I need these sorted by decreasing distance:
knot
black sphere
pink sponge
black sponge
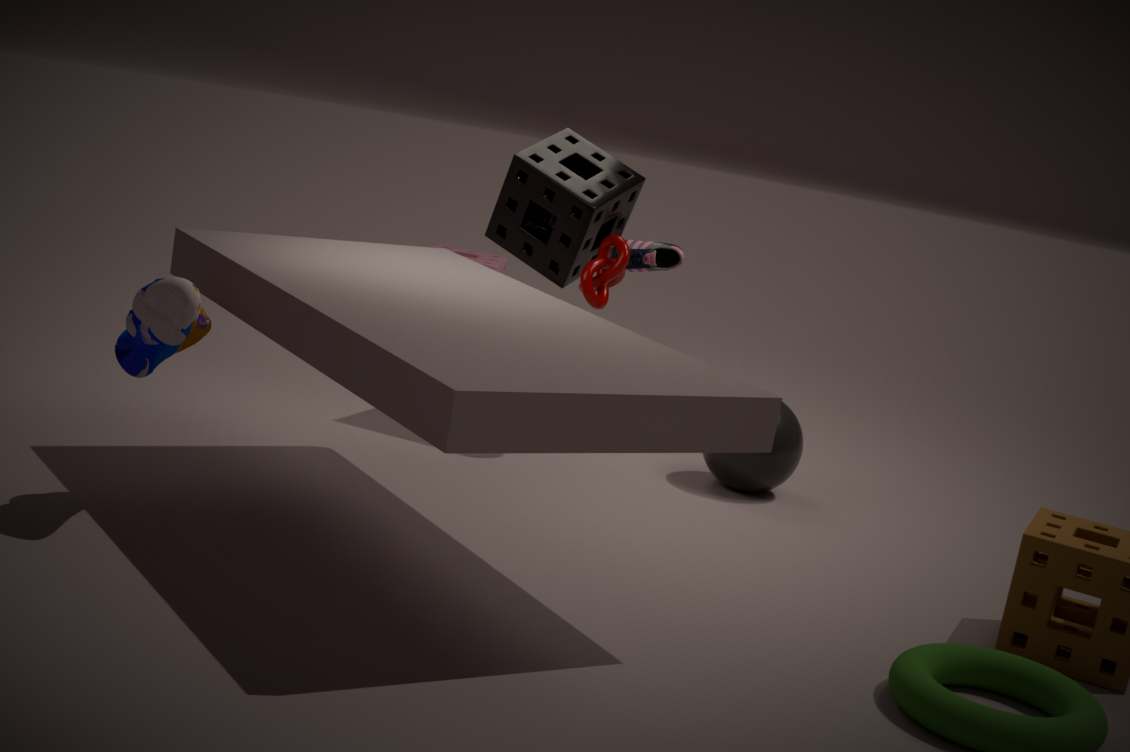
1. pink sponge
2. black sponge
3. black sphere
4. knot
